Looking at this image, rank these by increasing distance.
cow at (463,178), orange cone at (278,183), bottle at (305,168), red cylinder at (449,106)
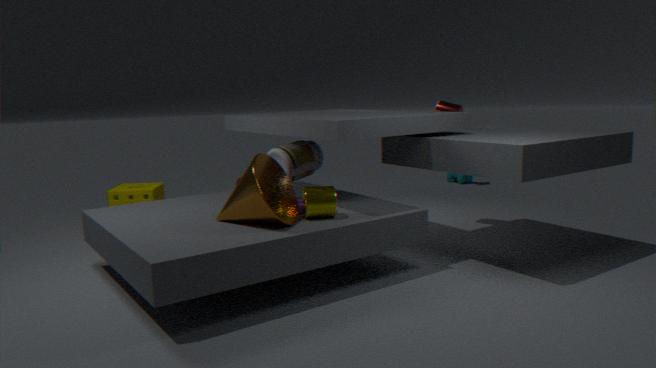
orange cone at (278,183) < bottle at (305,168) < red cylinder at (449,106) < cow at (463,178)
